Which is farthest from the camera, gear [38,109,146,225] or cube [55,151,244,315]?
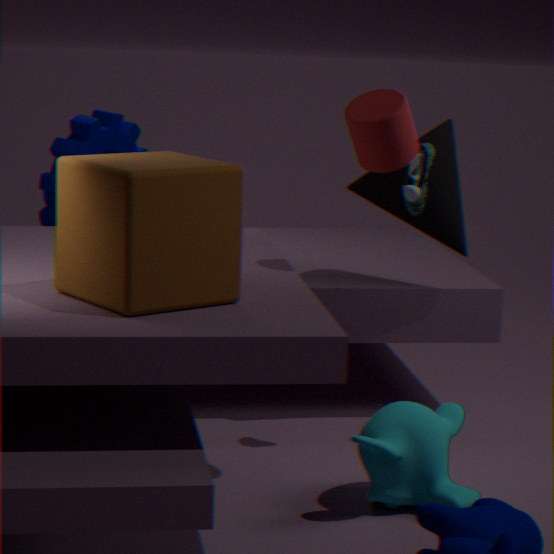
gear [38,109,146,225]
